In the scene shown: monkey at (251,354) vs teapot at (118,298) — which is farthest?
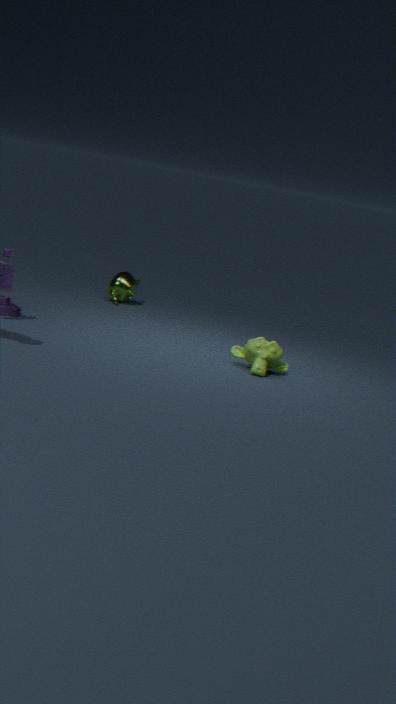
teapot at (118,298)
